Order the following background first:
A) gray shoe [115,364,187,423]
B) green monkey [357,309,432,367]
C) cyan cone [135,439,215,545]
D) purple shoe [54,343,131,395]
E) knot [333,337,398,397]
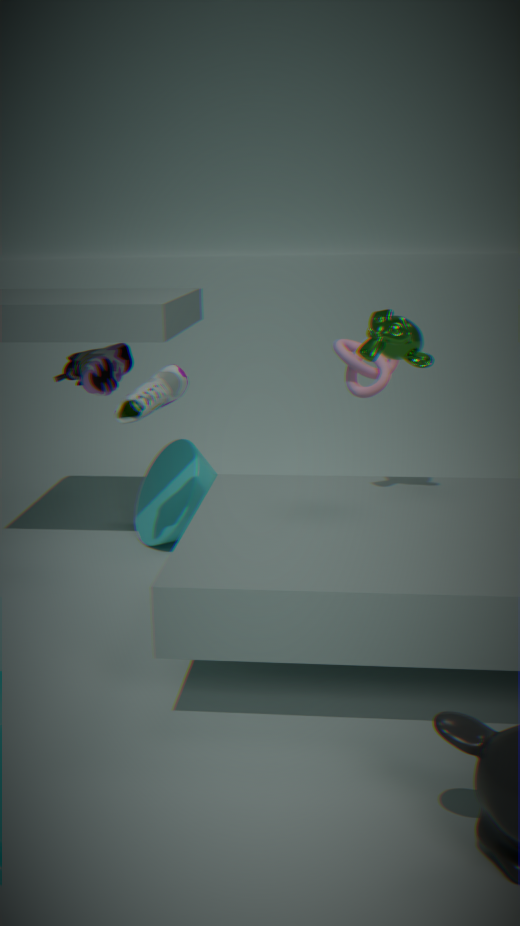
knot [333,337,398,397] < cyan cone [135,439,215,545] < purple shoe [54,343,131,395] < gray shoe [115,364,187,423] < green monkey [357,309,432,367]
